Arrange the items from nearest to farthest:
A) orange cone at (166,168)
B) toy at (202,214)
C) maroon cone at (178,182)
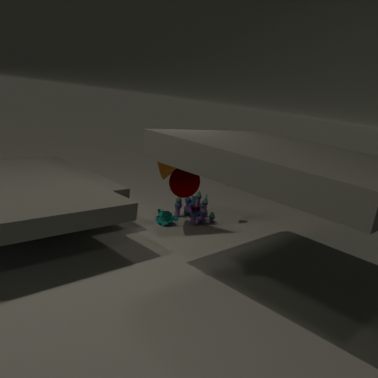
maroon cone at (178,182)
orange cone at (166,168)
toy at (202,214)
